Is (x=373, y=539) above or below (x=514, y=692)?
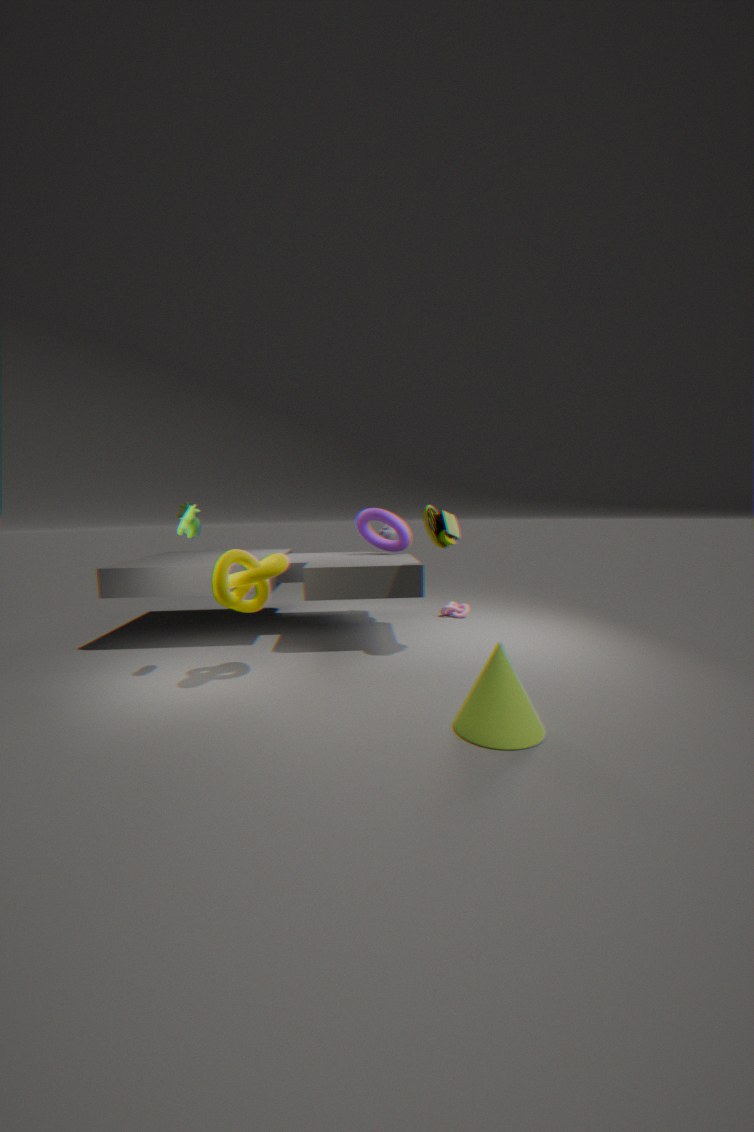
above
